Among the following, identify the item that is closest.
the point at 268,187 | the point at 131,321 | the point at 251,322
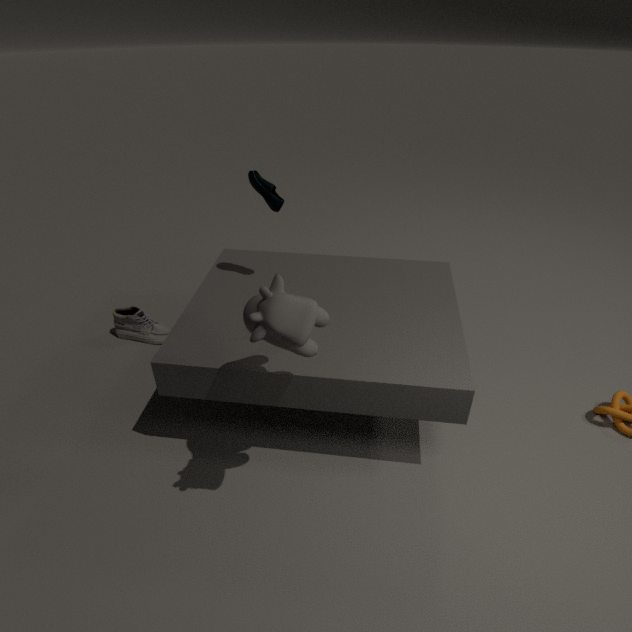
the point at 251,322
